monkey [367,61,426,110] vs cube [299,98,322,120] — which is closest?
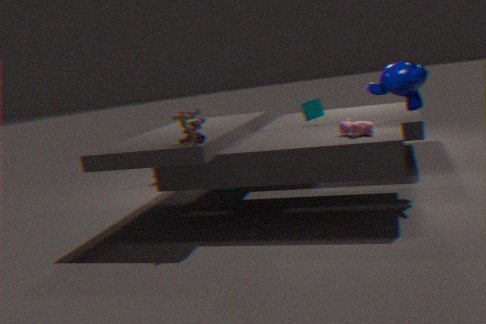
monkey [367,61,426,110]
